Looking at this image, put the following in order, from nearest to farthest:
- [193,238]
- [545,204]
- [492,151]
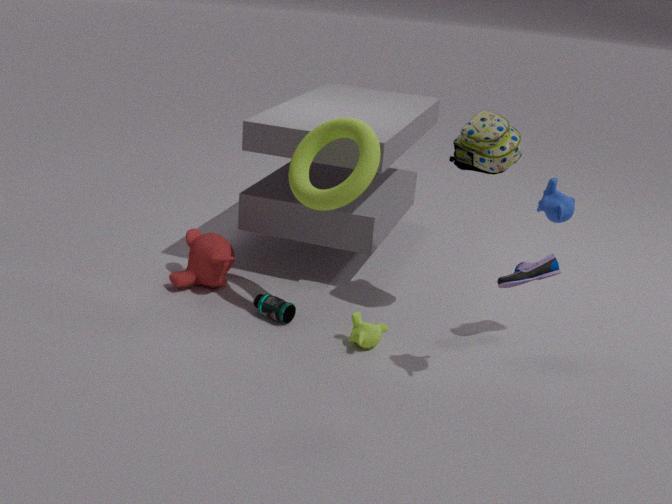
1. [545,204]
2. [492,151]
3. [193,238]
